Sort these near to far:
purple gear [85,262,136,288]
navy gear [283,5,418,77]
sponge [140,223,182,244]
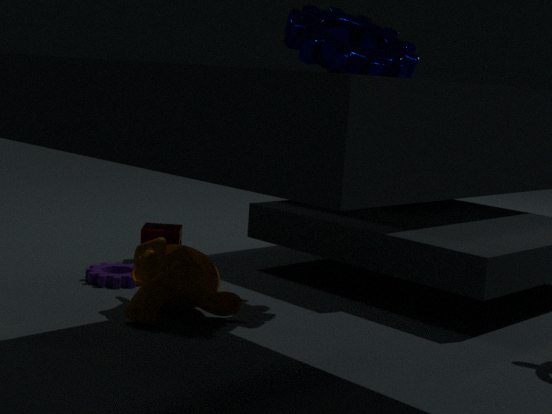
navy gear [283,5,418,77]
purple gear [85,262,136,288]
sponge [140,223,182,244]
